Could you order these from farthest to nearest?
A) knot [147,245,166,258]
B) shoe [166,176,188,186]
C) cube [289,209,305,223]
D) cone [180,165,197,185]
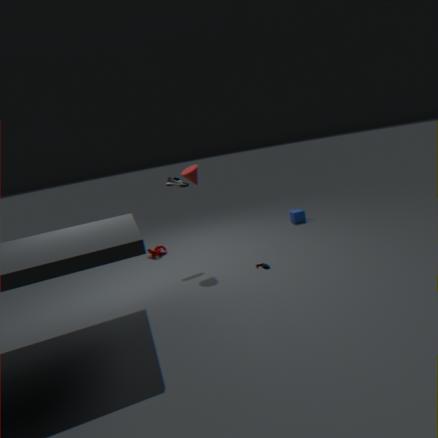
cube [289,209,305,223] → knot [147,245,166,258] → shoe [166,176,188,186] → cone [180,165,197,185]
